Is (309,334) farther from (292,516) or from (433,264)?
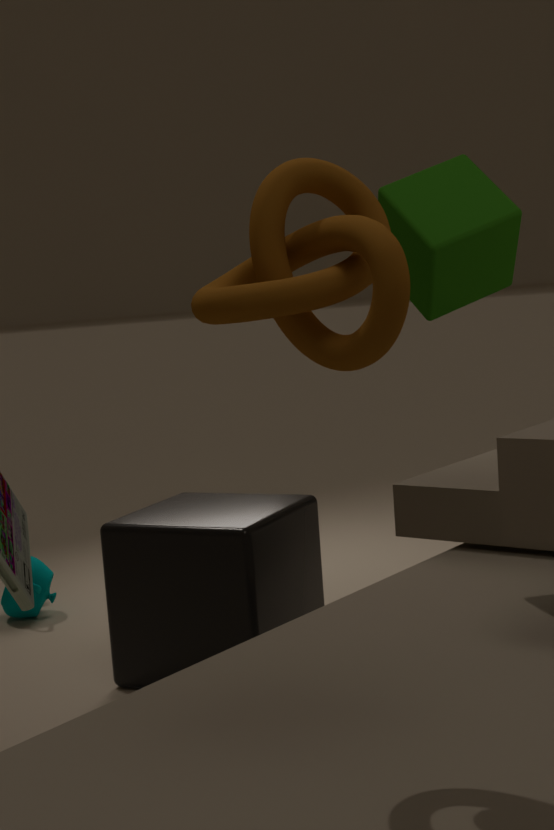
(292,516)
